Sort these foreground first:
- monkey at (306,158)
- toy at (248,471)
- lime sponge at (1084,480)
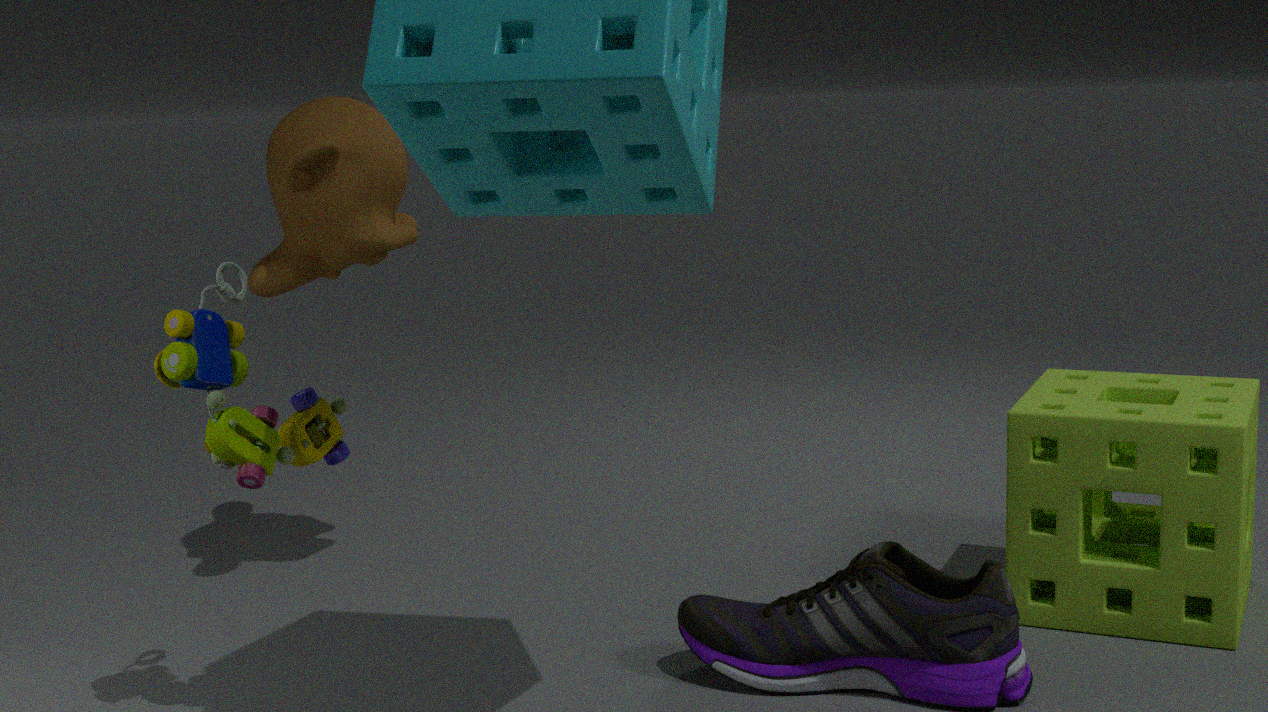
toy at (248,471)
lime sponge at (1084,480)
monkey at (306,158)
